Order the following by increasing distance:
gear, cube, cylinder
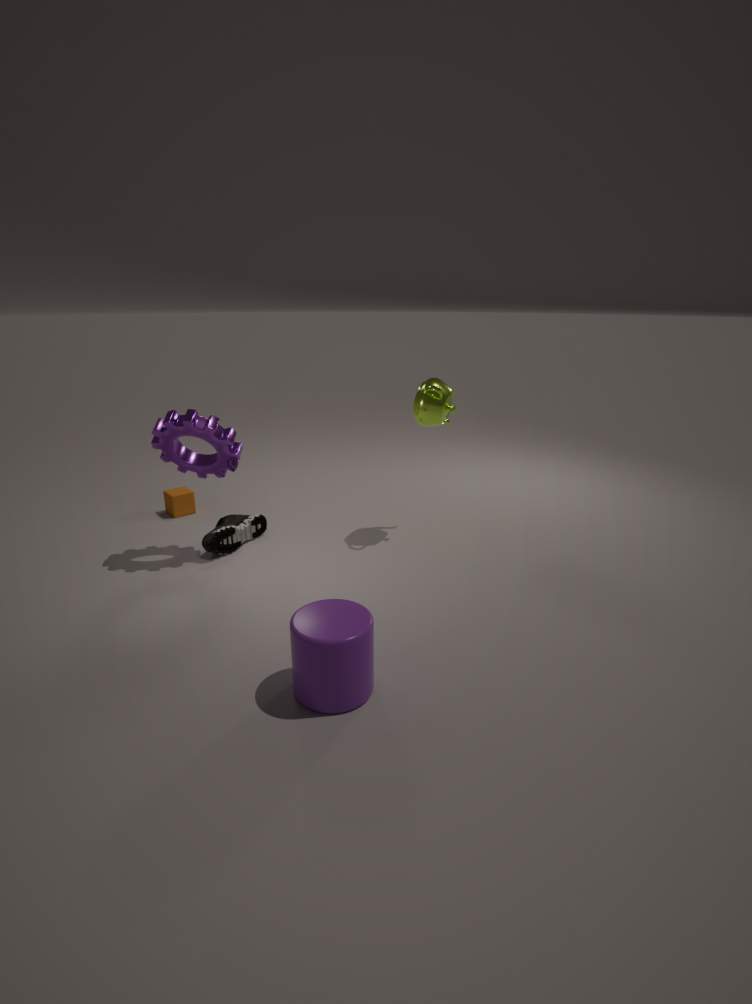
1. cylinder
2. gear
3. cube
